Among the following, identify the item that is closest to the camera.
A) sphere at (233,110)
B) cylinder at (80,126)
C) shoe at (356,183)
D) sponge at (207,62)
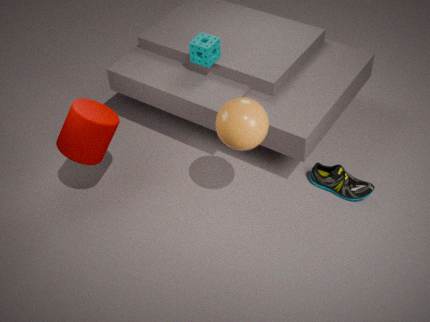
A. sphere at (233,110)
